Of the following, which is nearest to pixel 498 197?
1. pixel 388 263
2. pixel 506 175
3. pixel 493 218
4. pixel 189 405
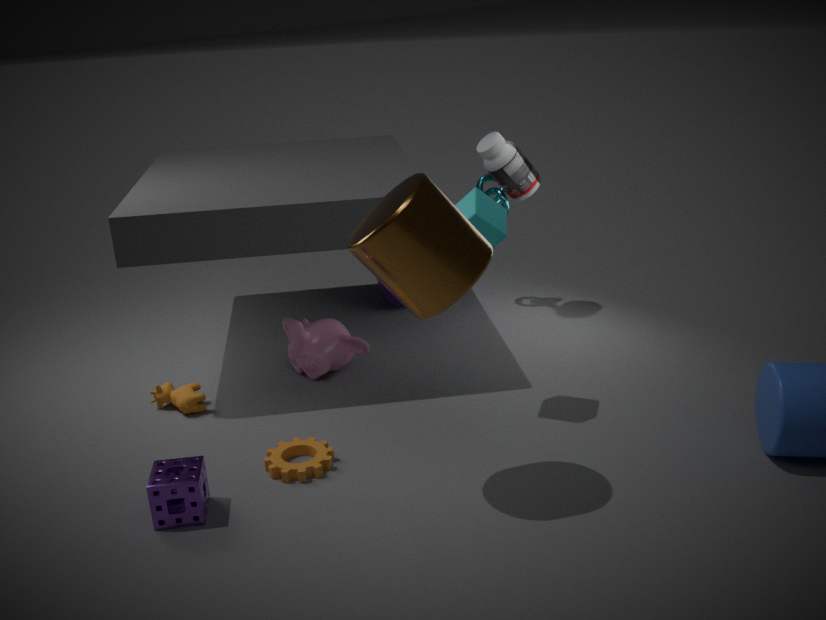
pixel 506 175
